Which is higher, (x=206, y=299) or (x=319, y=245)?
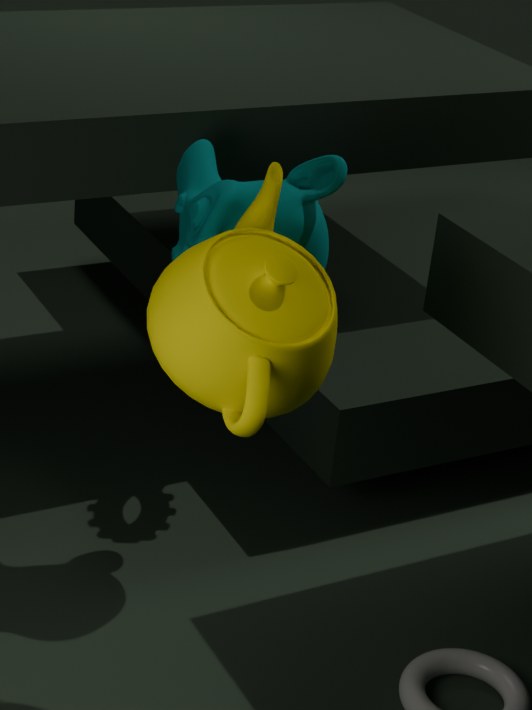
(x=206, y=299)
